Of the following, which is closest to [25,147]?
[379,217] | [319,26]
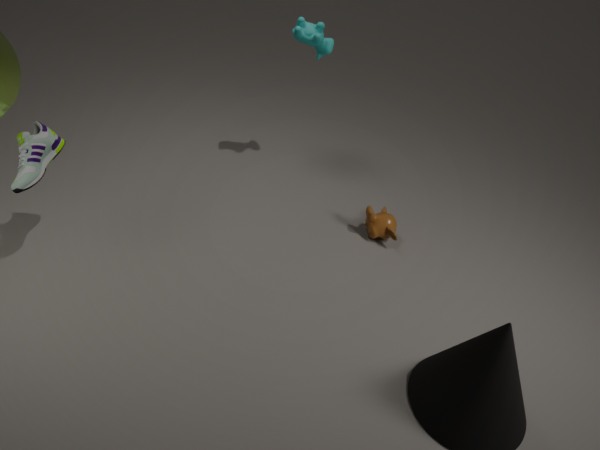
[319,26]
